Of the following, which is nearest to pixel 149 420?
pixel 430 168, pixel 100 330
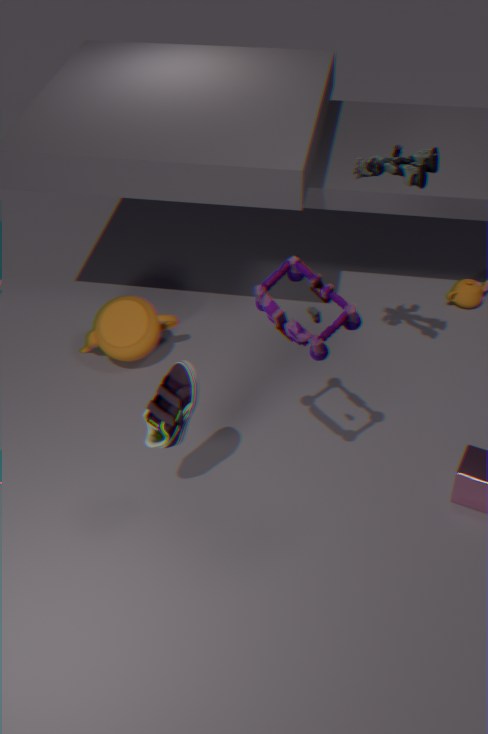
pixel 100 330
